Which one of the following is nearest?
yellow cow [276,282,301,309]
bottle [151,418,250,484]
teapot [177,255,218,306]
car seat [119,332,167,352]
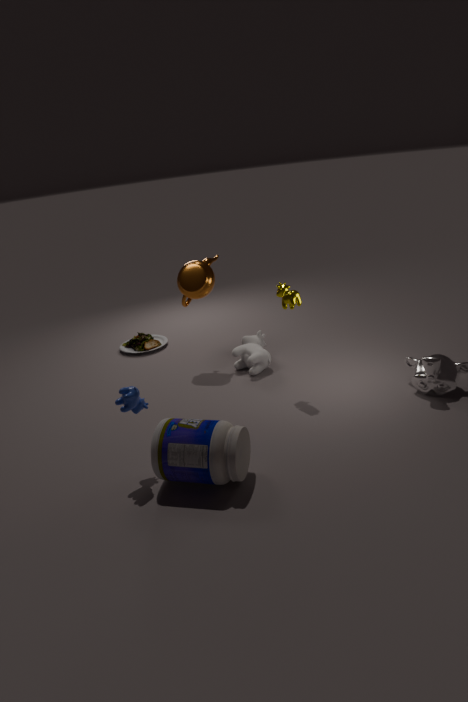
bottle [151,418,250,484]
